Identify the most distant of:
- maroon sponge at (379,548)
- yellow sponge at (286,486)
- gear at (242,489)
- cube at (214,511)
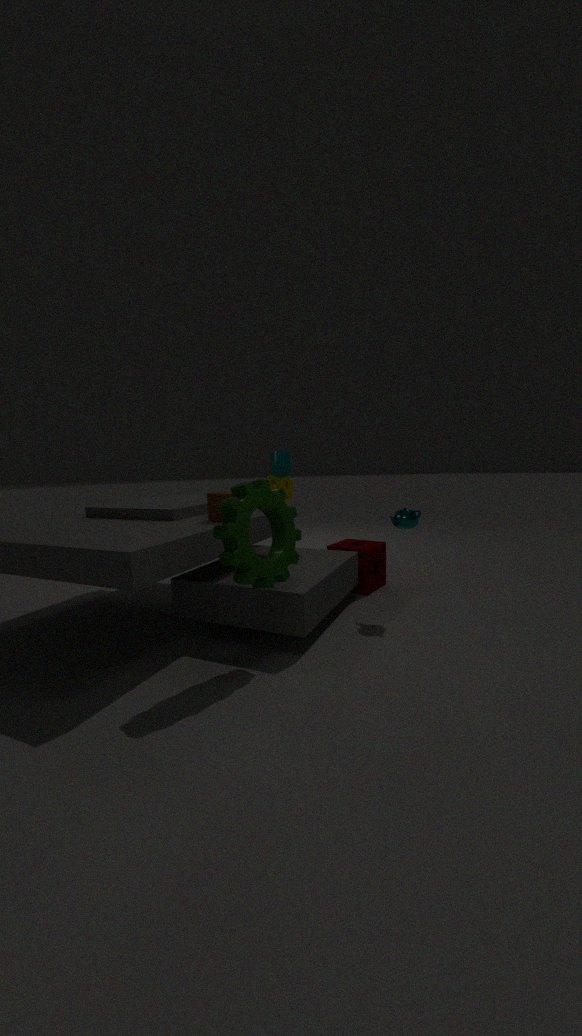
yellow sponge at (286,486)
